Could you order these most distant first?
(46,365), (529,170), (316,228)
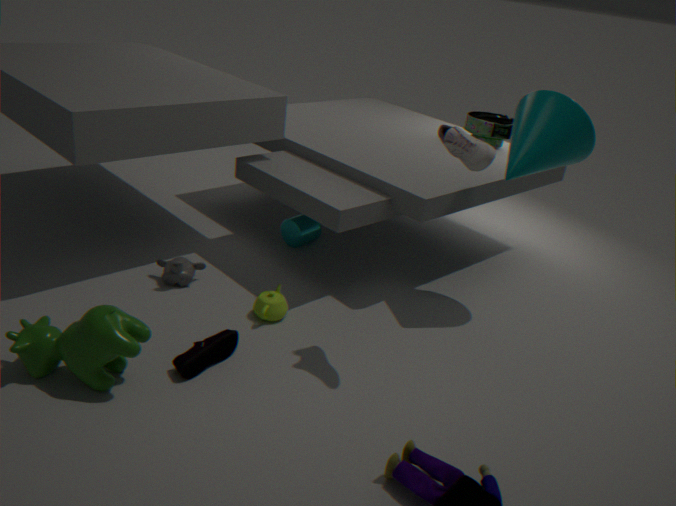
(316,228) < (529,170) < (46,365)
